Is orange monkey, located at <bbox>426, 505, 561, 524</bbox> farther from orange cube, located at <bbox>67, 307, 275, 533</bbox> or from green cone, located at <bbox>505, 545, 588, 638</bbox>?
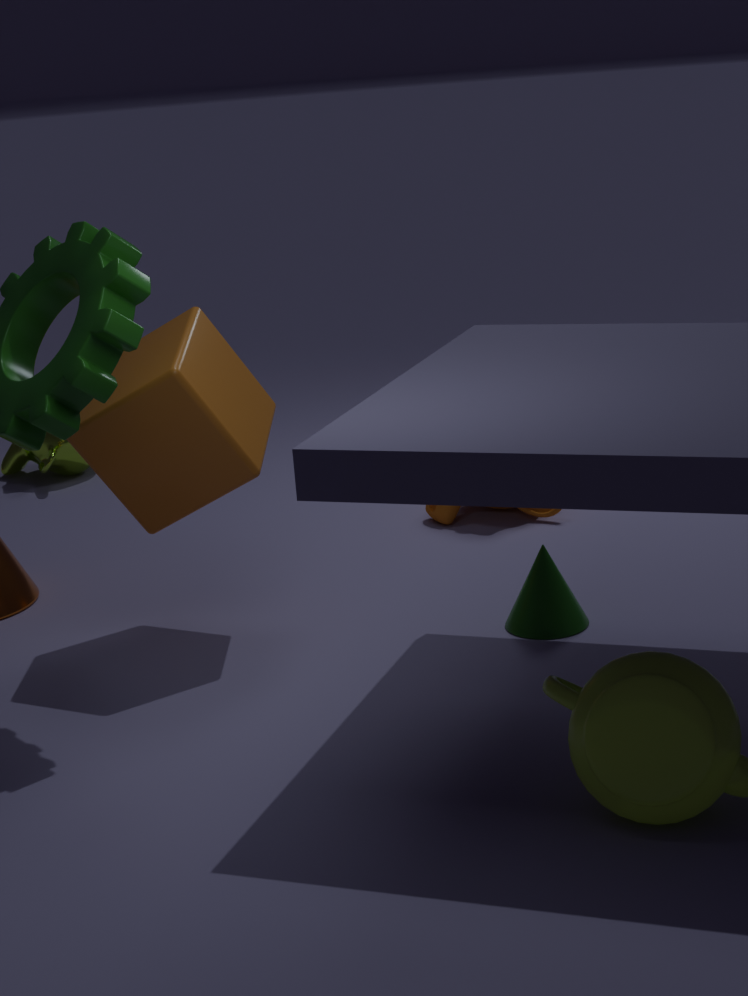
orange cube, located at <bbox>67, 307, 275, 533</bbox>
